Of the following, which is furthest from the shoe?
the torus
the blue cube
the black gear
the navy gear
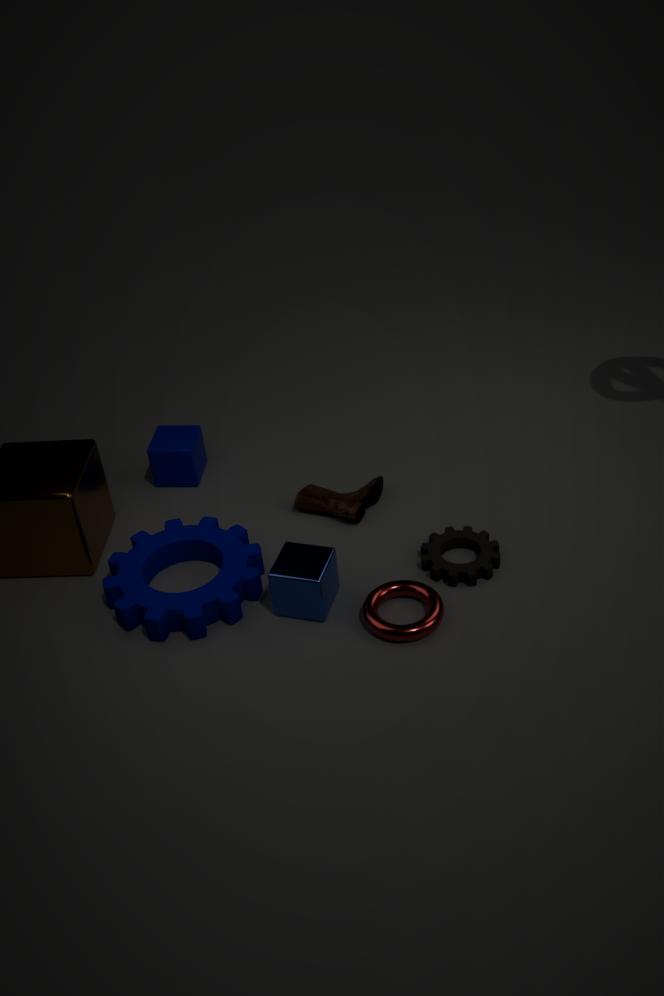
the torus
